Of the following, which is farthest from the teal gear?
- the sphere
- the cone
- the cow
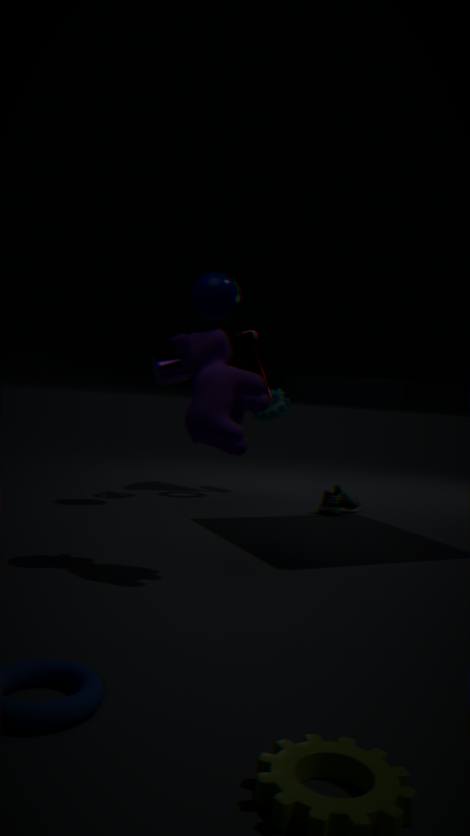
the sphere
